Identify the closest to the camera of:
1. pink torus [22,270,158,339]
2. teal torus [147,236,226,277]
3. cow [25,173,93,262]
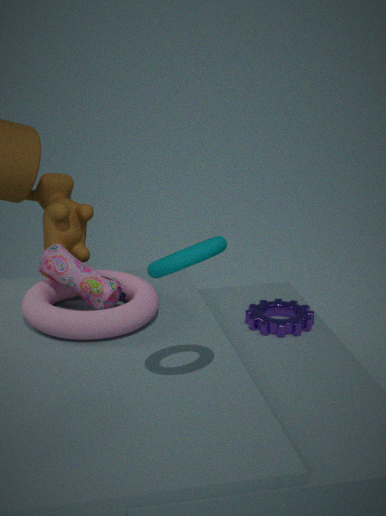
teal torus [147,236,226,277]
